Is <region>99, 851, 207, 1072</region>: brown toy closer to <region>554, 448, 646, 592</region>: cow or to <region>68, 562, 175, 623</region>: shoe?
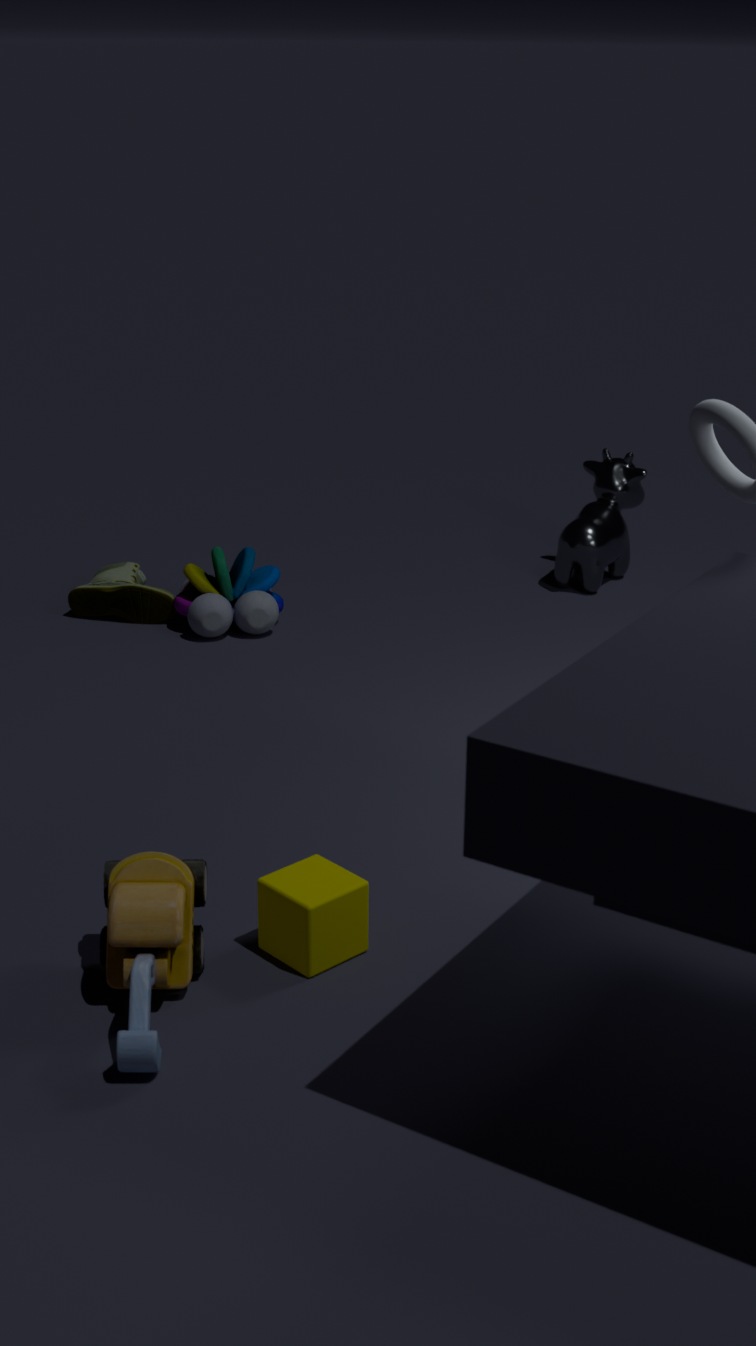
<region>68, 562, 175, 623</region>: shoe
